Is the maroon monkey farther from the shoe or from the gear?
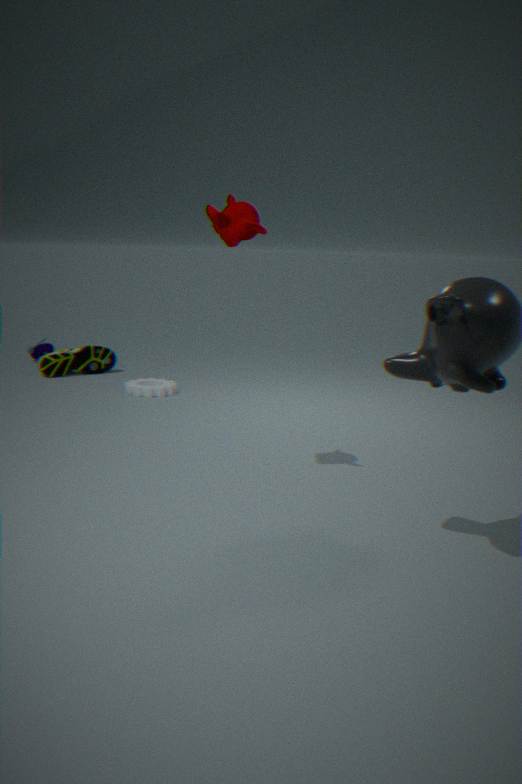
the shoe
